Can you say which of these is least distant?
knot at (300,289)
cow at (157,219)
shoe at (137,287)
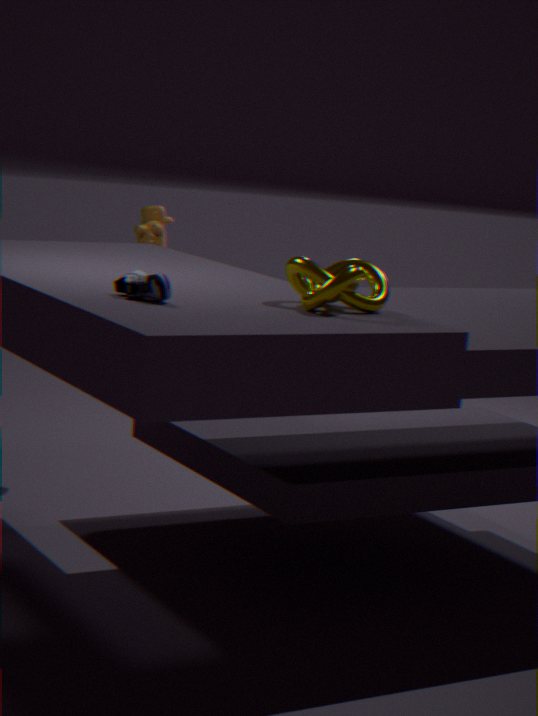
shoe at (137,287)
